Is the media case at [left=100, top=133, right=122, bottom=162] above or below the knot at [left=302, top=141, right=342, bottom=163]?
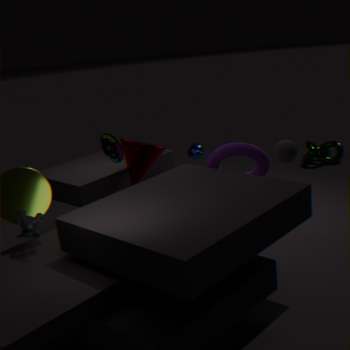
above
